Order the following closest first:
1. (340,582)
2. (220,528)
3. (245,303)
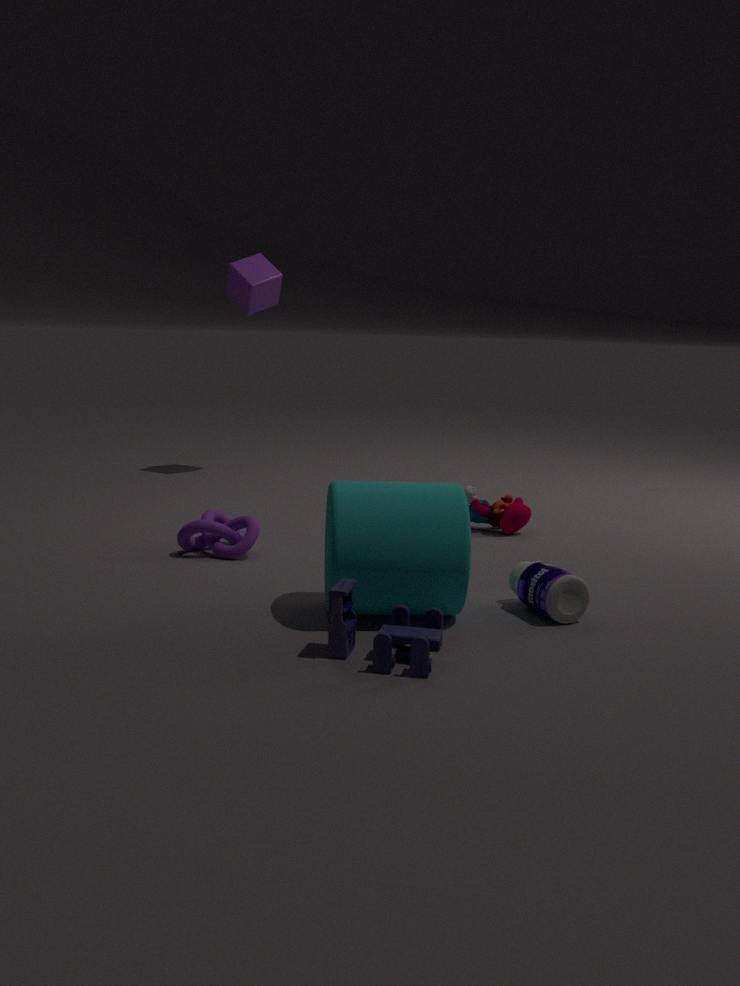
(340,582), (220,528), (245,303)
